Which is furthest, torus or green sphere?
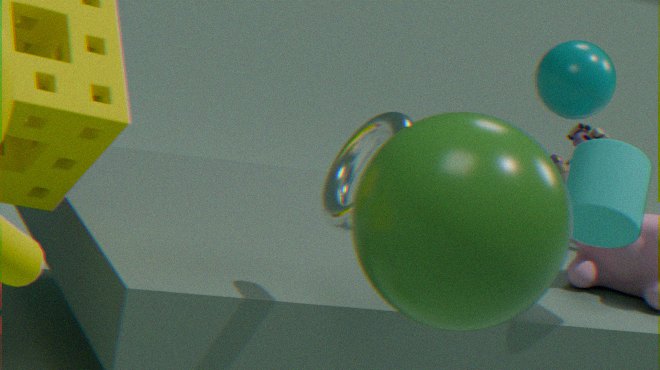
torus
